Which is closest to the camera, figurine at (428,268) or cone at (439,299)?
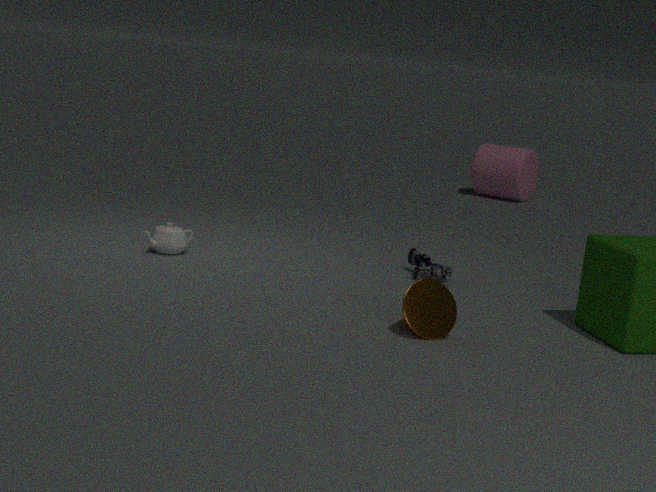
cone at (439,299)
